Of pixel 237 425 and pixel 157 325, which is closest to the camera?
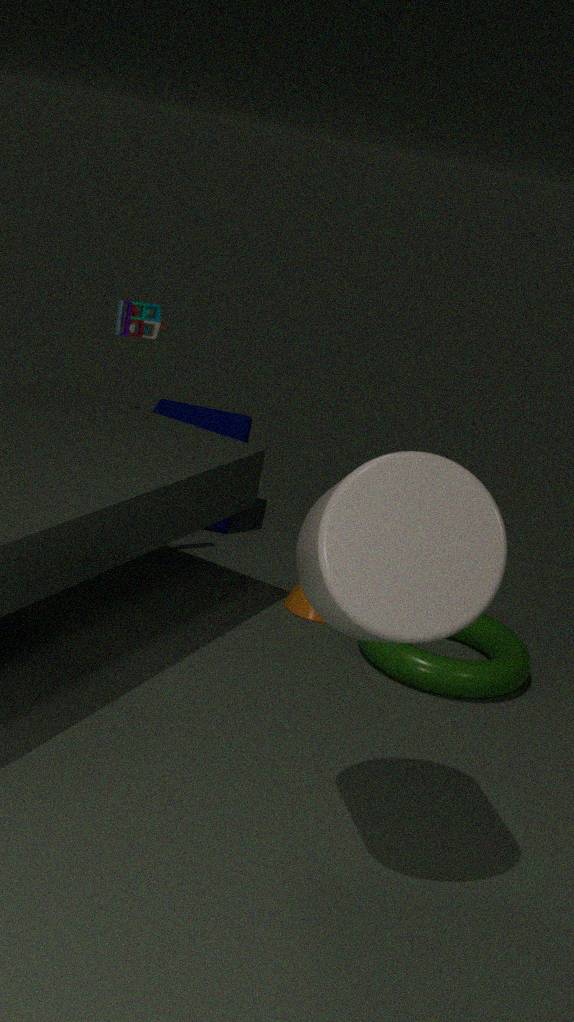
pixel 157 325
